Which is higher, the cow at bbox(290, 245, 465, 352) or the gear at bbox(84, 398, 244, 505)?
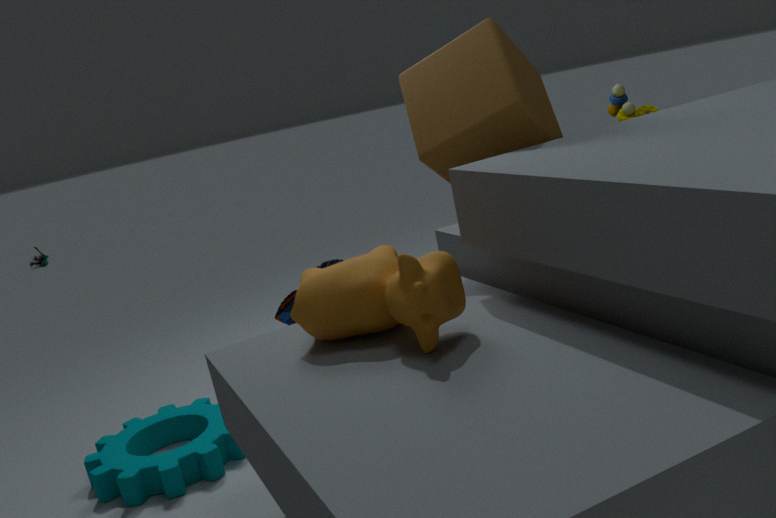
the cow at bbox(290, 245, 465, 352)
